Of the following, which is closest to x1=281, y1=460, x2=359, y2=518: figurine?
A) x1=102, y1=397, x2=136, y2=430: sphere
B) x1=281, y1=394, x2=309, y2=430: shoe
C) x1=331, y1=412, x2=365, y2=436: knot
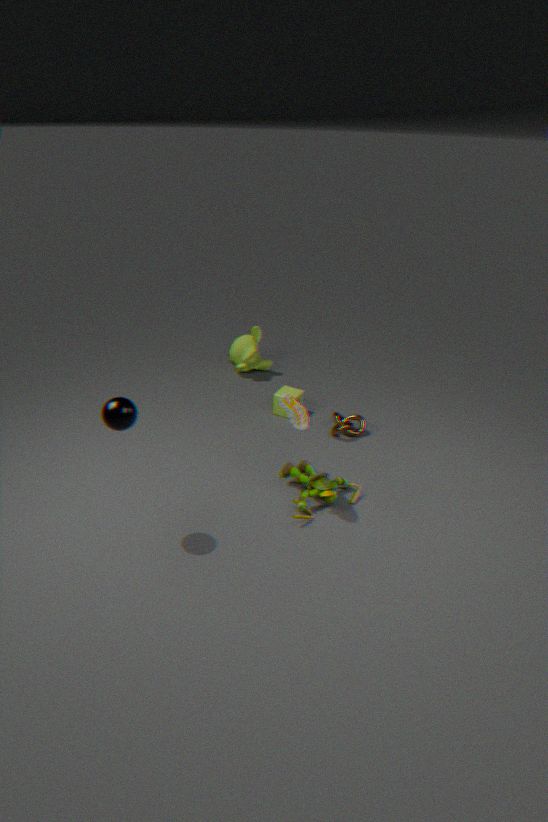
x1=281, y1=394, x2=309, y2=430: shoe
